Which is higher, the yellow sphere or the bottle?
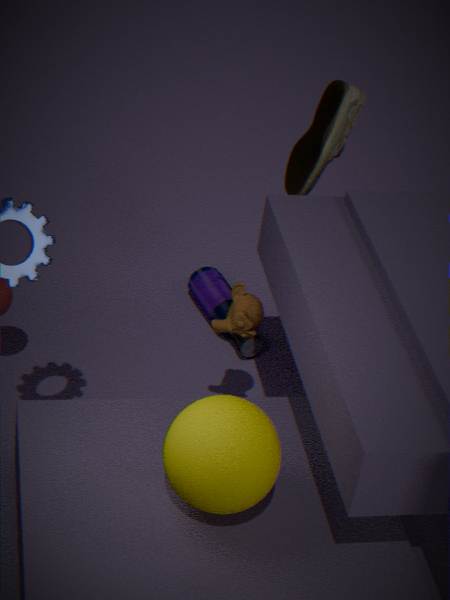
the yellow sphere
